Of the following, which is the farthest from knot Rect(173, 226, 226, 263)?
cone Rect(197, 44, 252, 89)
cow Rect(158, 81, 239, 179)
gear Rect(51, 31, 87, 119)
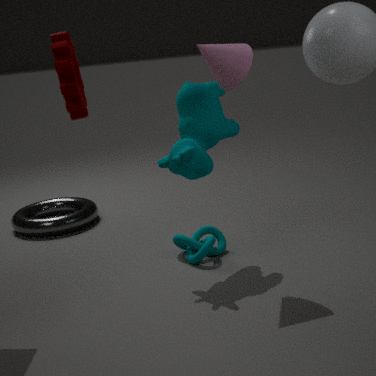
gear Rect(51, 31, 87, 119)
